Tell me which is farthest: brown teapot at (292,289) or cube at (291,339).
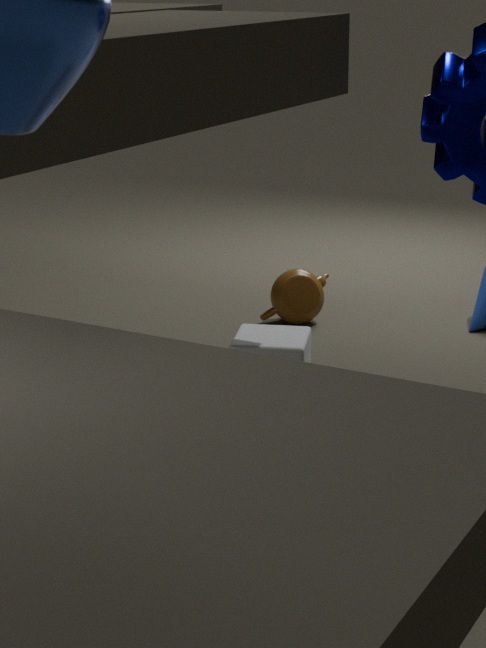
brown teapot at (292,289)
